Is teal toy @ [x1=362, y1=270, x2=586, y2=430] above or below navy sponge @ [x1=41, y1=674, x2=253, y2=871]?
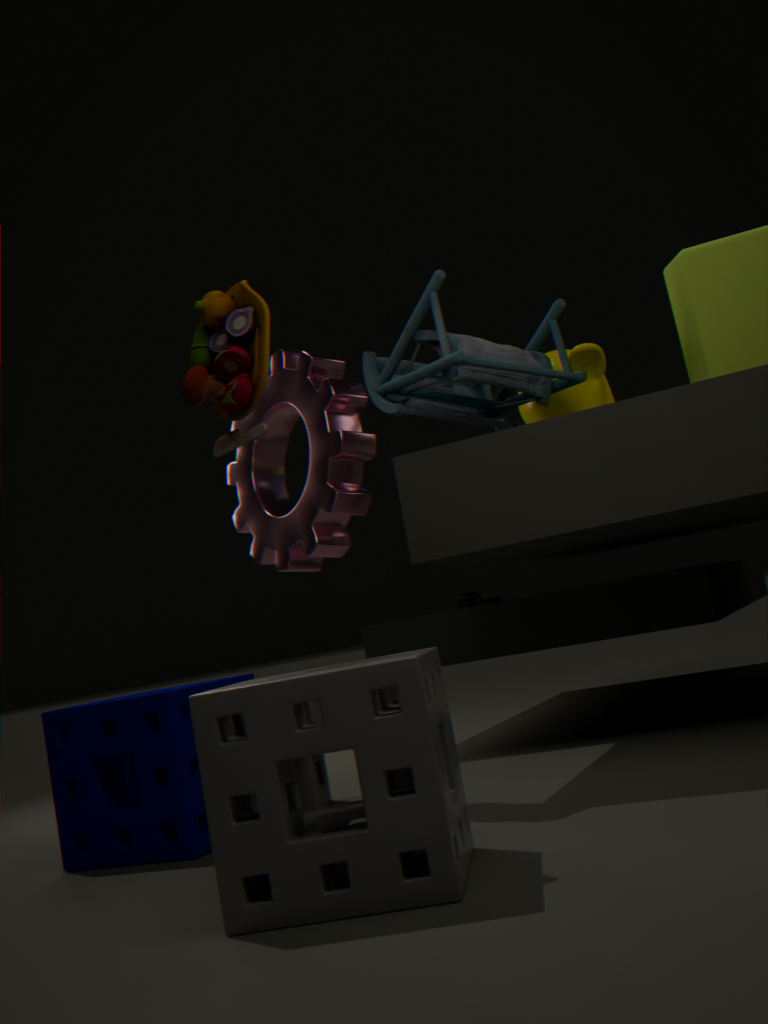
above
